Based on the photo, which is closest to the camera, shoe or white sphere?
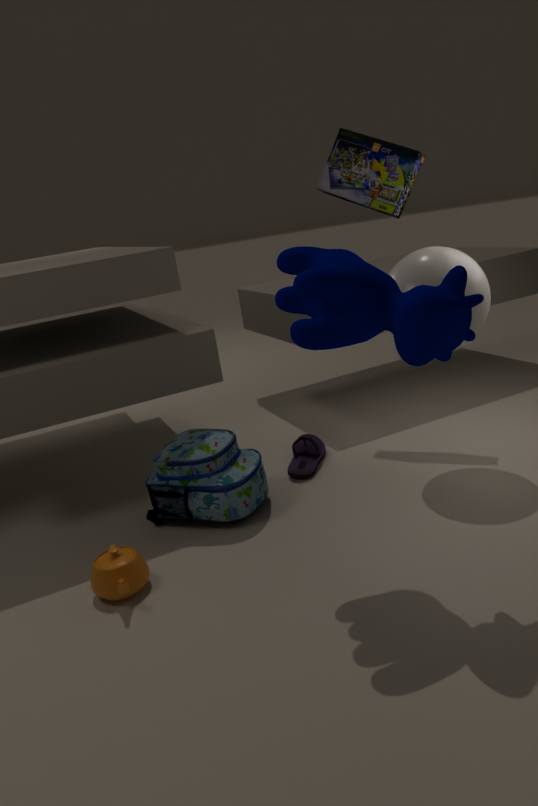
white sphere
